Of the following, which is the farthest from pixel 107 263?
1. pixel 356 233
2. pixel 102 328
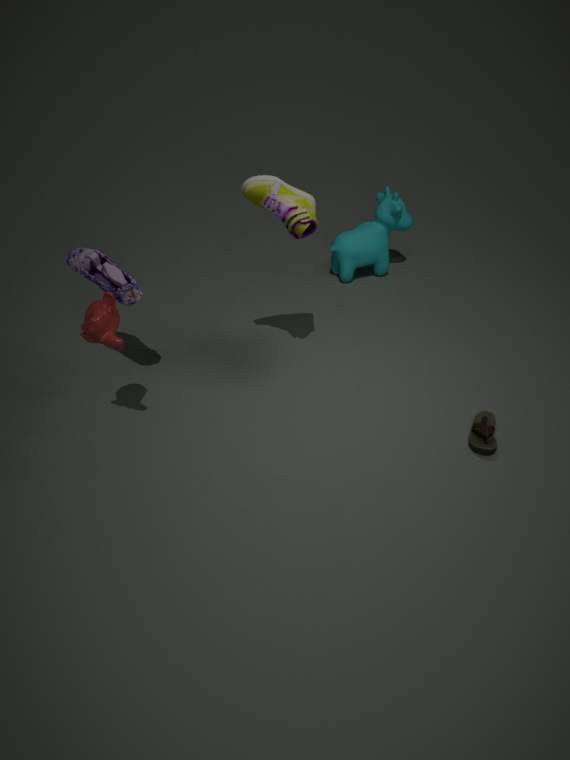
pixel 356 233
